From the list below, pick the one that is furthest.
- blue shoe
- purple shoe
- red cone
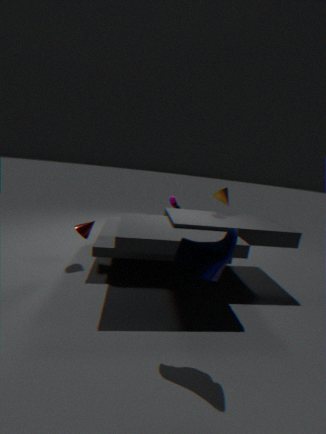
purple shoe
